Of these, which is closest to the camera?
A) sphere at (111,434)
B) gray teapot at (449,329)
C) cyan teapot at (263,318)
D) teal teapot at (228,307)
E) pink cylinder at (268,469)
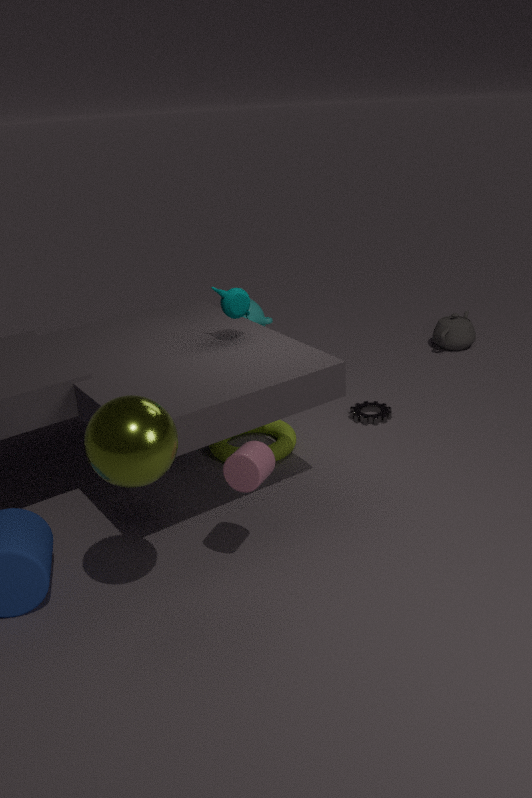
sphere at (111,434)
